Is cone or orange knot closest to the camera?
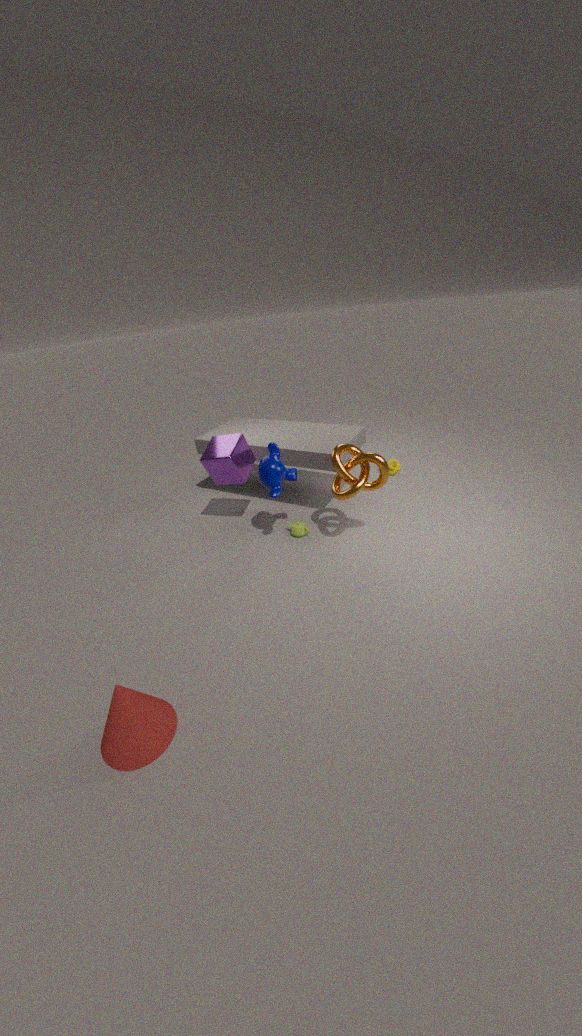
cone
